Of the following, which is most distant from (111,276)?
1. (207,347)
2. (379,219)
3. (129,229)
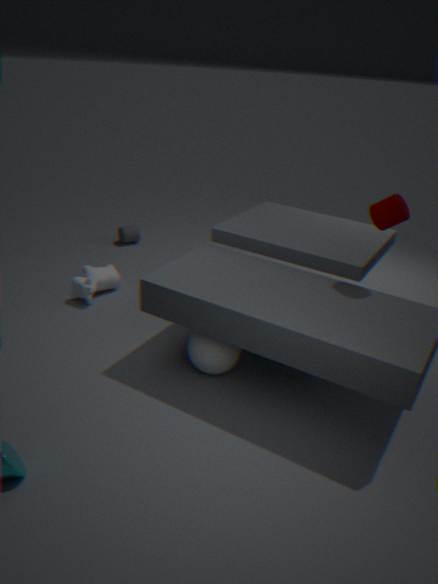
(379,219)
